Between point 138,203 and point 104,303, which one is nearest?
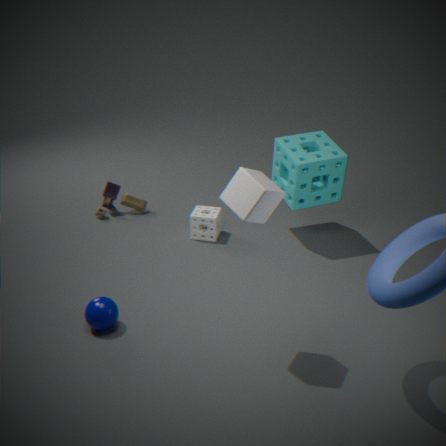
point 104,303
